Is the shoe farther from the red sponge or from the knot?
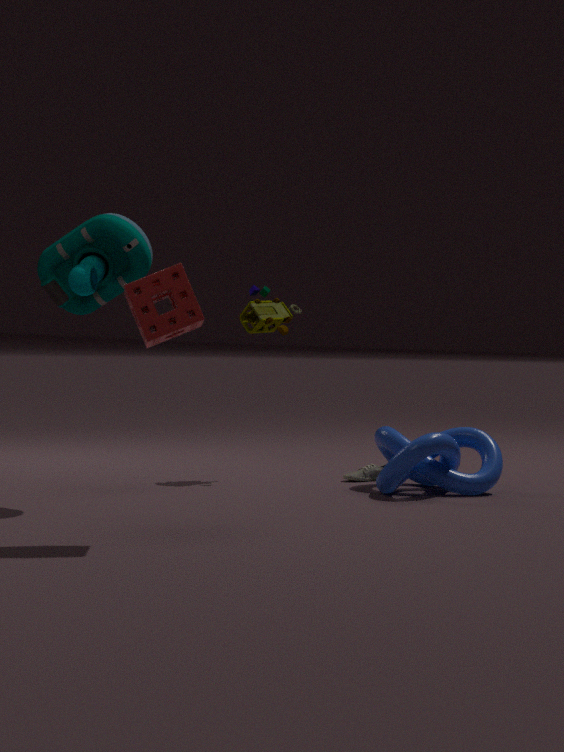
the red sponge
